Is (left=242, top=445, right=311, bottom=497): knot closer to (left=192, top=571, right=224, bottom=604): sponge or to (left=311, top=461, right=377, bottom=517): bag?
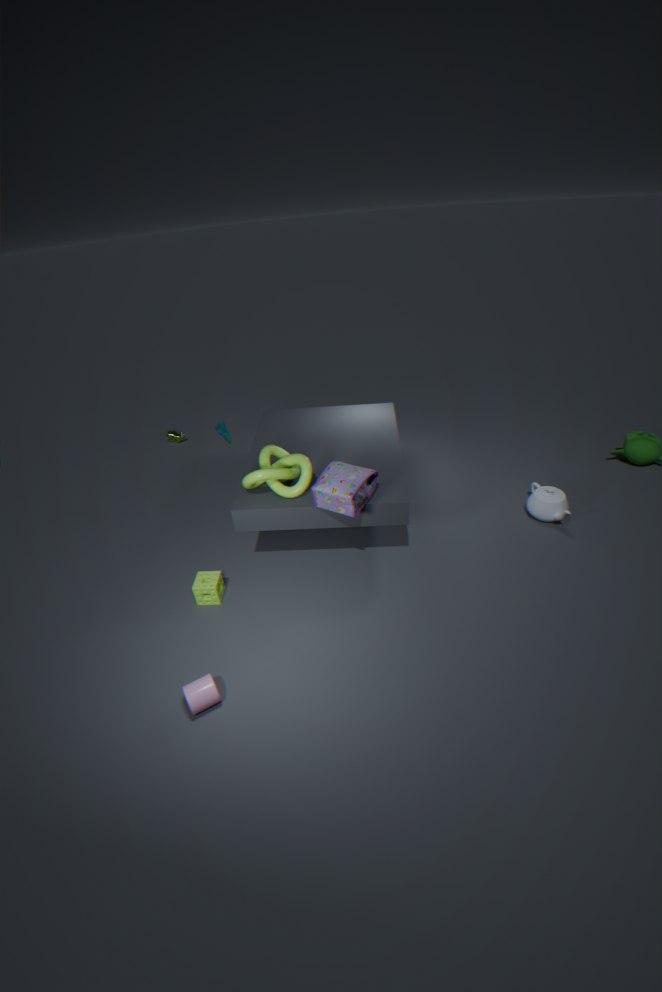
(left=311, top=461, right=377, bottom=517): bag
